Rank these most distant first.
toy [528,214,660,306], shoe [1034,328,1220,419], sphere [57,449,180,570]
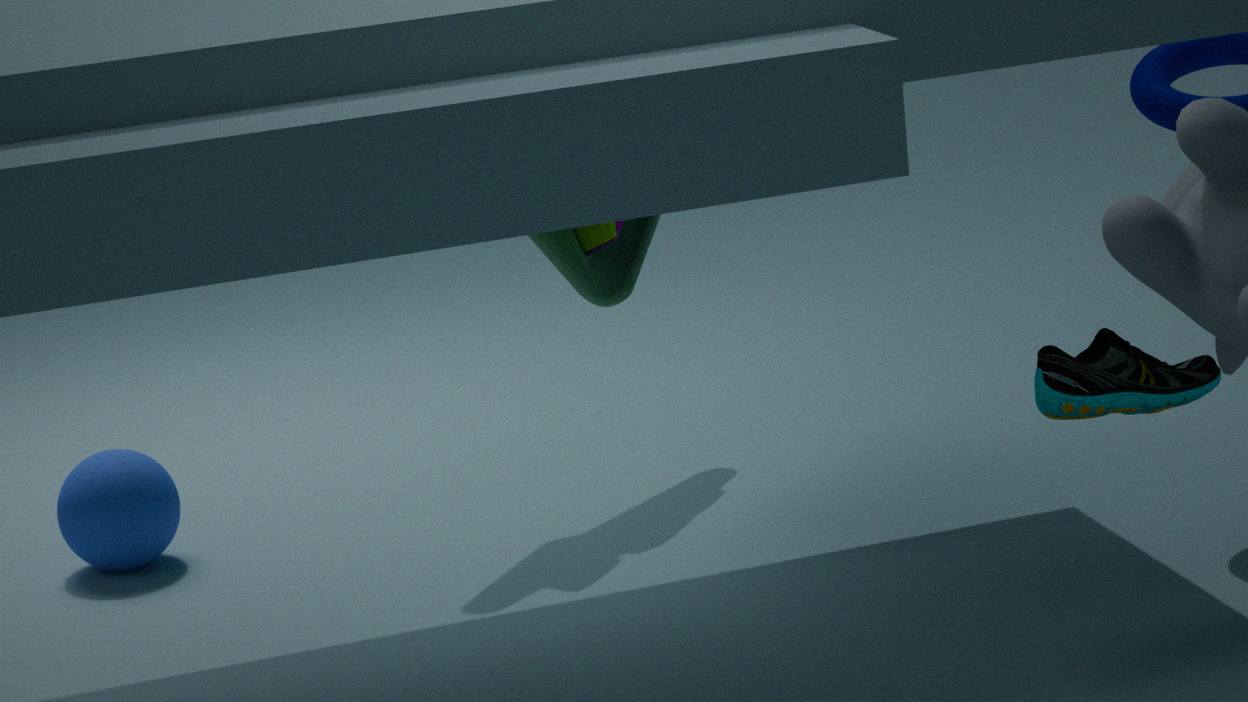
toy [528,214,660,306] → sphere [57,449,180,570] → shoe [1034,328,1220,419]
